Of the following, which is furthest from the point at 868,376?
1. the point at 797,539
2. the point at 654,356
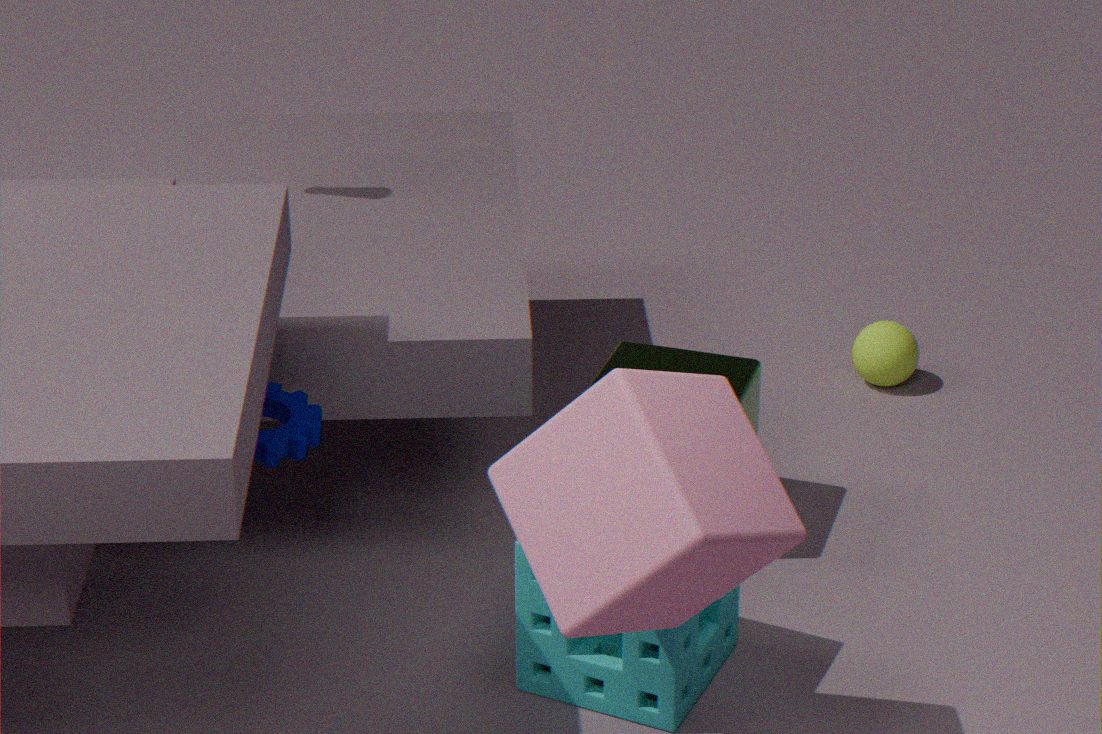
the point at 797,539
